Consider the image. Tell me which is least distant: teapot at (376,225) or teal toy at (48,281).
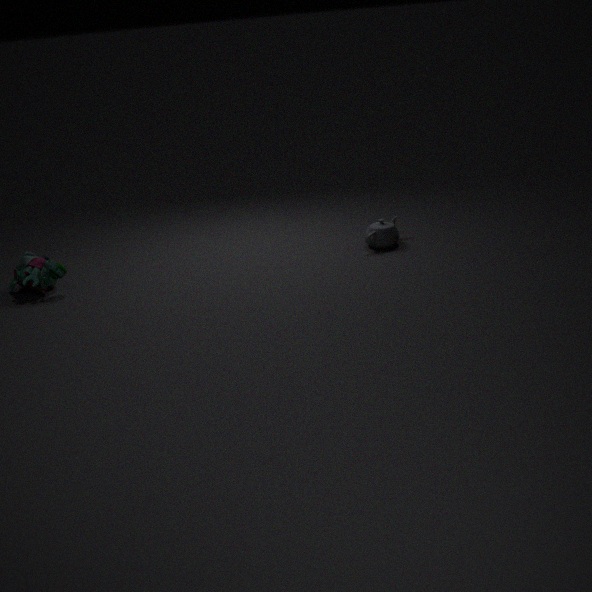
teal toy at (48,281)
